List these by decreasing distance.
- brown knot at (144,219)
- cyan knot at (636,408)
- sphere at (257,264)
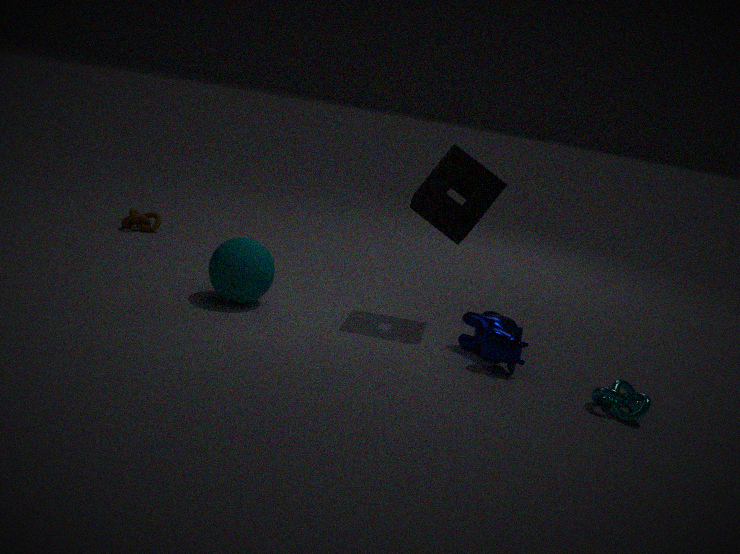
brown knot at (144,219)
sphere at (257,264)
cyan knot at (636,408)
